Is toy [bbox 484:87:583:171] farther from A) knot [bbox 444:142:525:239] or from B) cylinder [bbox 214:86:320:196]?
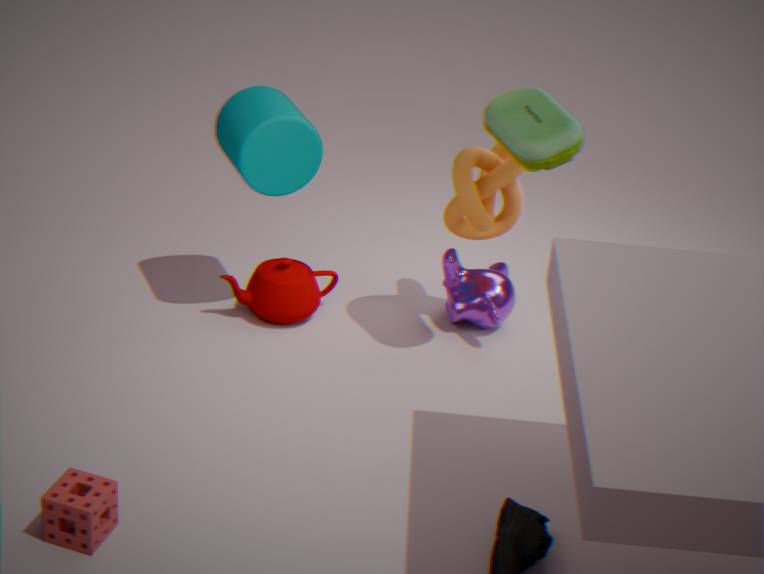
B) cylinder [bbox 214:86:320:196]
